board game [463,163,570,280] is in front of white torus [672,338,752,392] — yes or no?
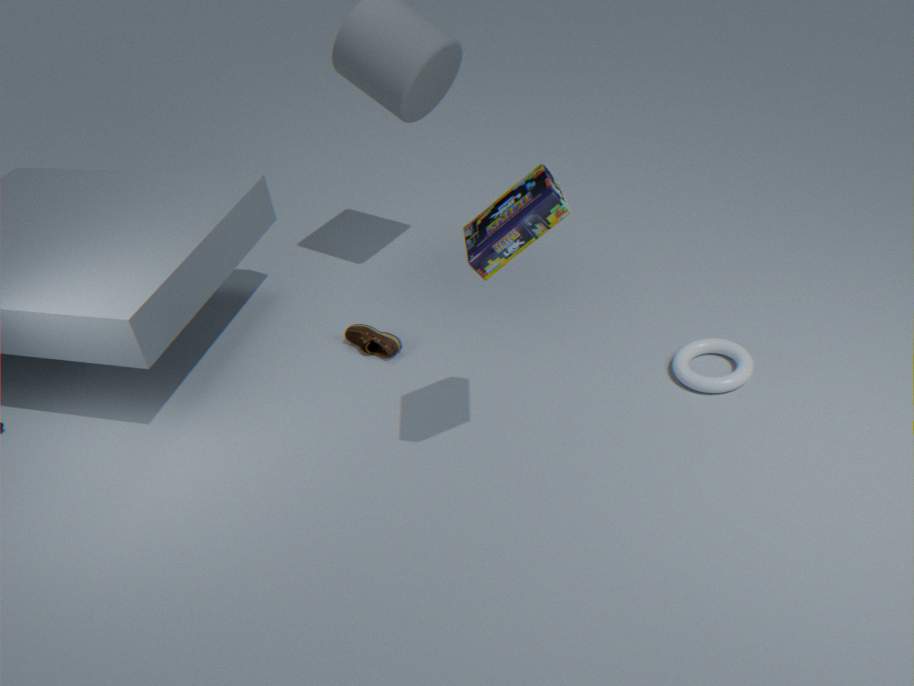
Yes
